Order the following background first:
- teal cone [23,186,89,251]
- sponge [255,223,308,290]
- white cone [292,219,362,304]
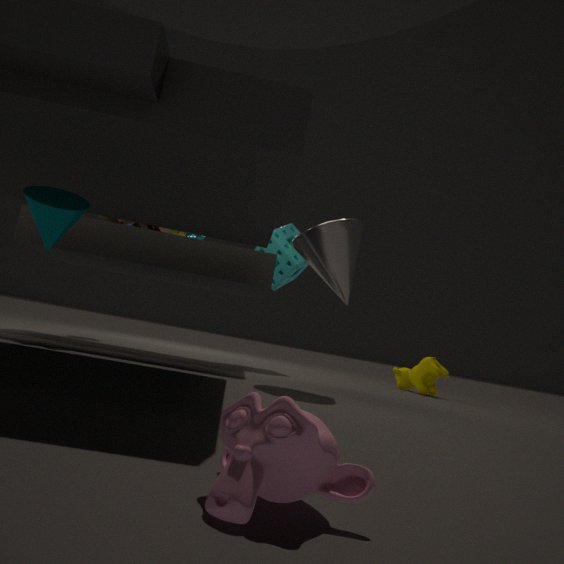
sponge [255,223,308,290] < white cone [292,219,362,304] < teal cone [23,186,89,251]
